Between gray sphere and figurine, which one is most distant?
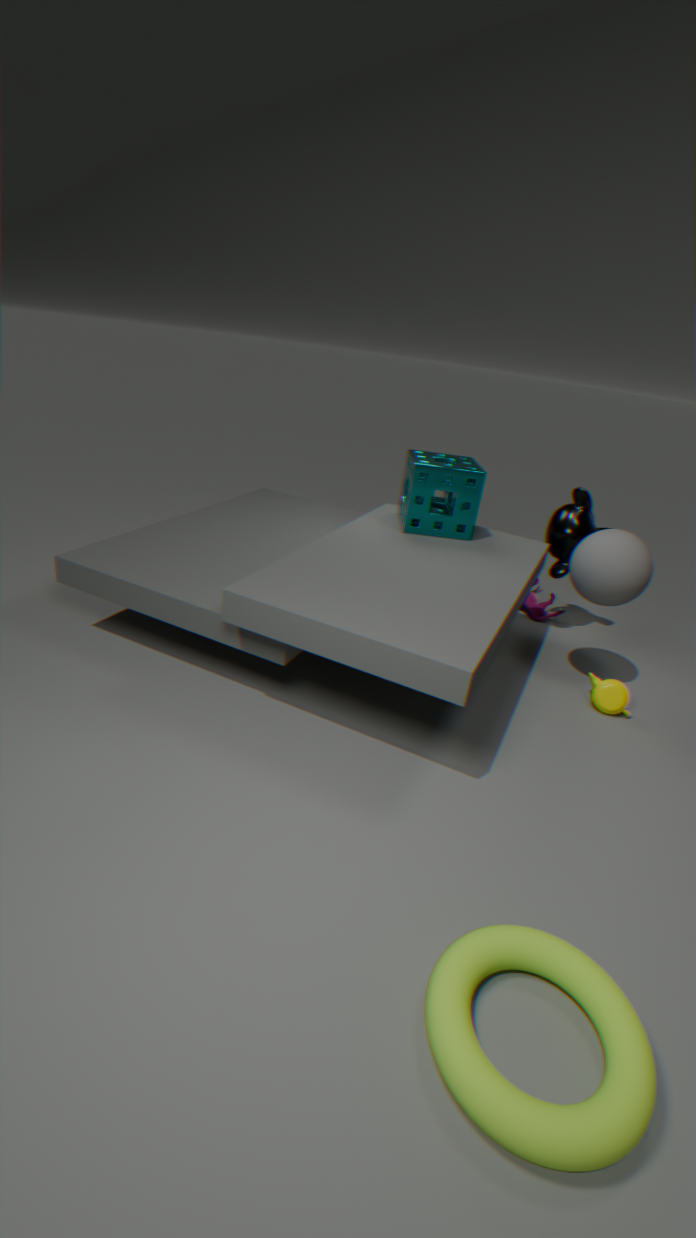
figurine
